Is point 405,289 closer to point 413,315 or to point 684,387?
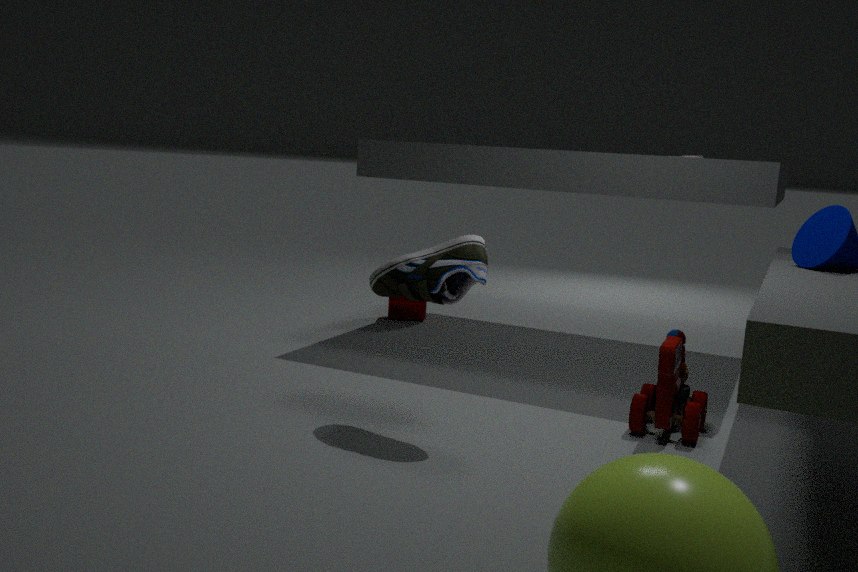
point 684,387
